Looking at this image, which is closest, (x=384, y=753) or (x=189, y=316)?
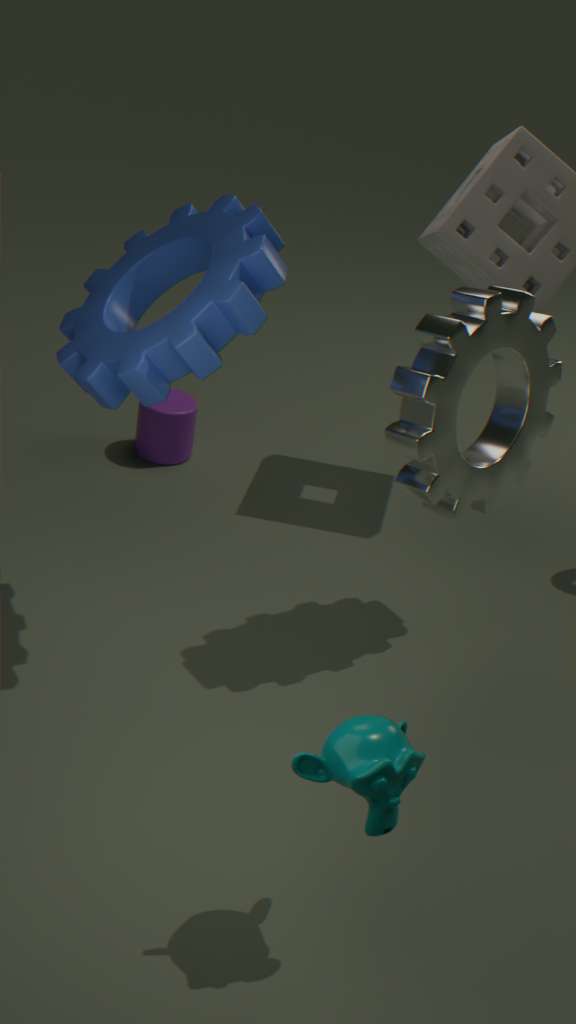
(x=384, y=753)
